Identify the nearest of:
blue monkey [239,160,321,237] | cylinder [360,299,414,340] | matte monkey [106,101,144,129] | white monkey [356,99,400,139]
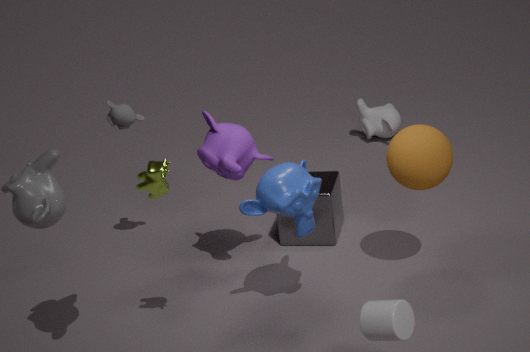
cylinder [360,299,414,340]
